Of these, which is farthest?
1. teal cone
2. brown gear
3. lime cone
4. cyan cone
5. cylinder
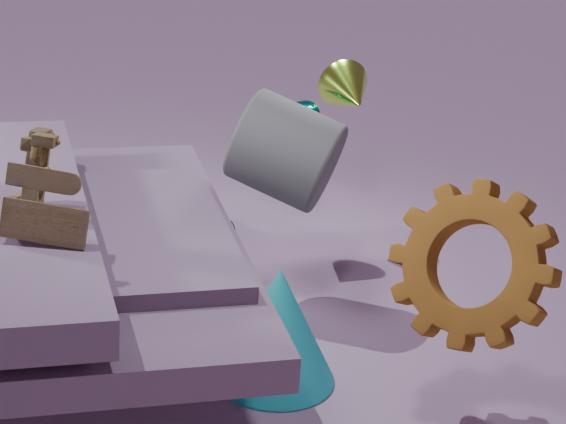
teal cone
